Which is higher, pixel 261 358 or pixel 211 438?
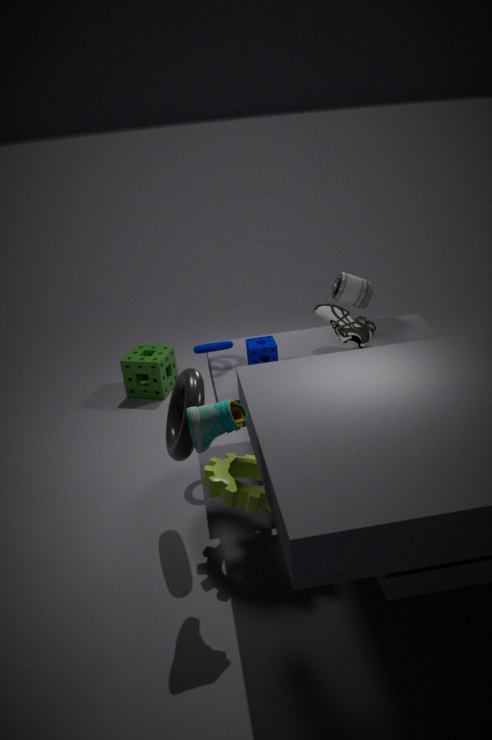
pixel 211 438
